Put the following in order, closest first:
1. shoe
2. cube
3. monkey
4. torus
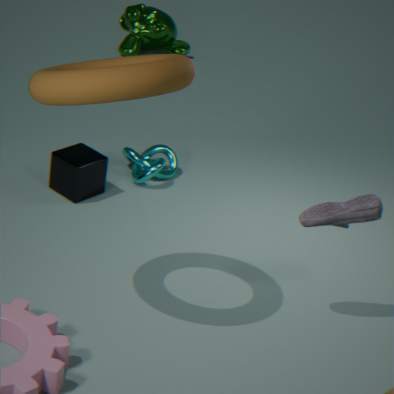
torus, shoe, cube, monkey
